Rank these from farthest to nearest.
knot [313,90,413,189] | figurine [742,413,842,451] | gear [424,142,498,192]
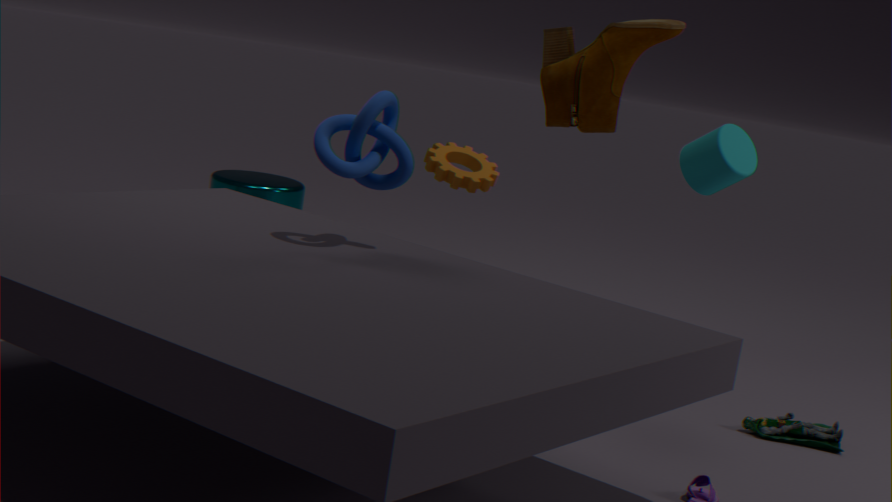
gear [424,142,498,192]
figurine [742,413,842,451]
knot [313,90,413,189]
